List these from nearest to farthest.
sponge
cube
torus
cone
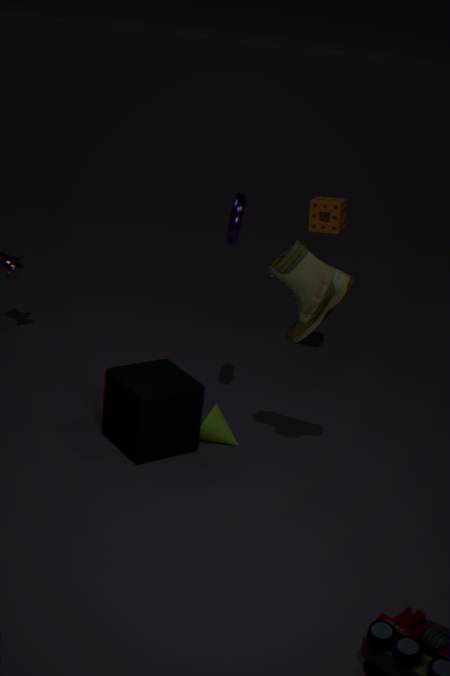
cube, torus, cone, sponge
